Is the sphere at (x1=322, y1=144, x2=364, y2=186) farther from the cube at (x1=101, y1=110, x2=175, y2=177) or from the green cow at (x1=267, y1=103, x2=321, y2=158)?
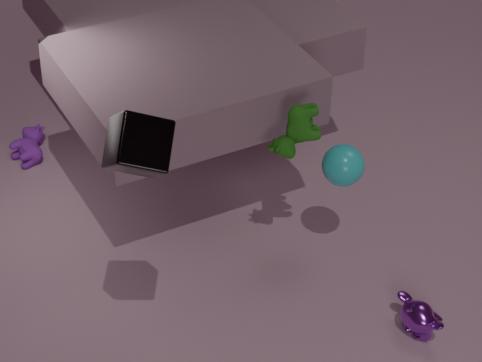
the cube at (x1=101, y1=110, x2=175, y2=177)
